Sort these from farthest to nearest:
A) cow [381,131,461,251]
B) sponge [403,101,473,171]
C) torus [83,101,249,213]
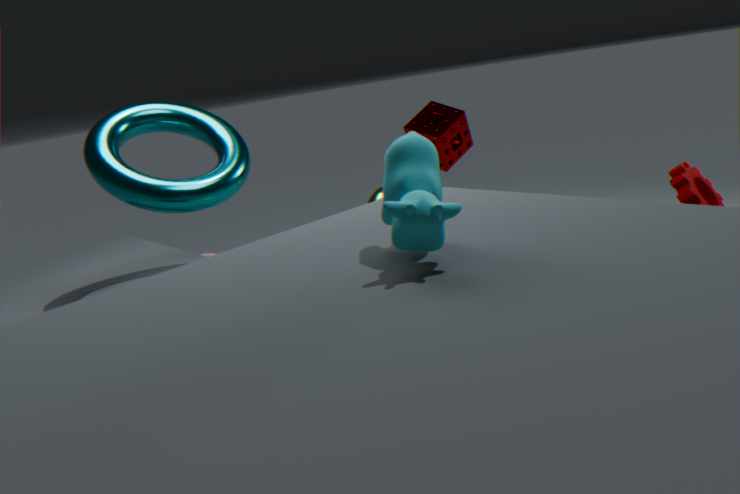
sponge [403,101,473,171] < torus [83,101,249,213] < cow [381,131,461,251]
